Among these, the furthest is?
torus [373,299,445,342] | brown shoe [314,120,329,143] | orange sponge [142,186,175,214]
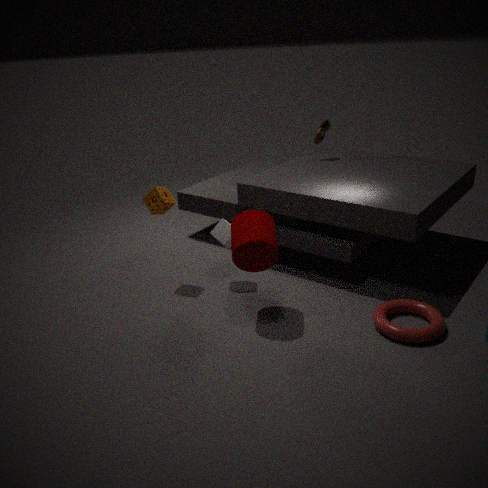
brown shoe [314,120,329,143]
